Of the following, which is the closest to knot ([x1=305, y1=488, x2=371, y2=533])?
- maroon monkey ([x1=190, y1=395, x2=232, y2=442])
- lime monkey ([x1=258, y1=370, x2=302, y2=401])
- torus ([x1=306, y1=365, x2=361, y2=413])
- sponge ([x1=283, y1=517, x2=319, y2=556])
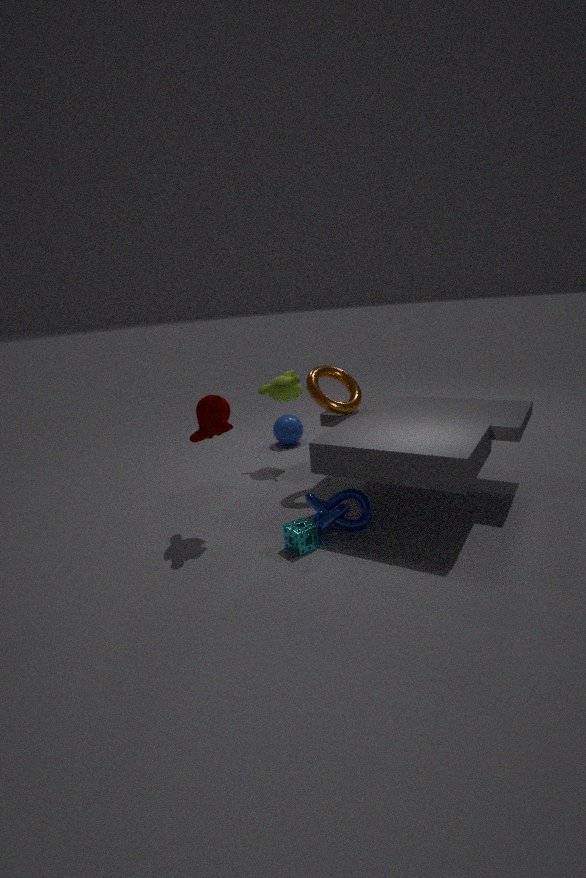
sponge ([x1=283, y1=517, x2=319, y2=556])
